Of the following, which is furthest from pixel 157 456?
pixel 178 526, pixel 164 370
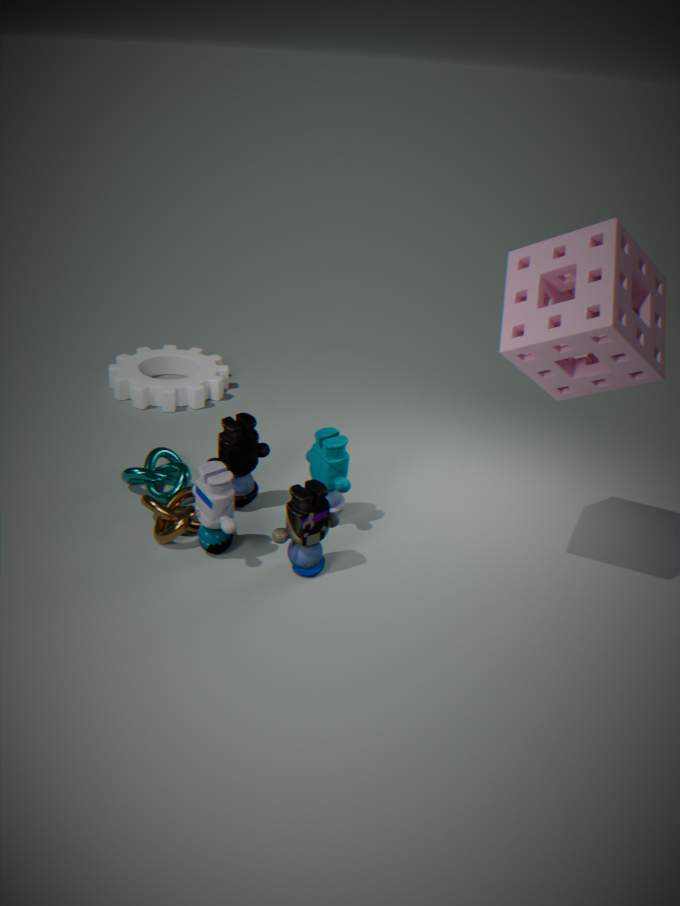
pixel 164 370
